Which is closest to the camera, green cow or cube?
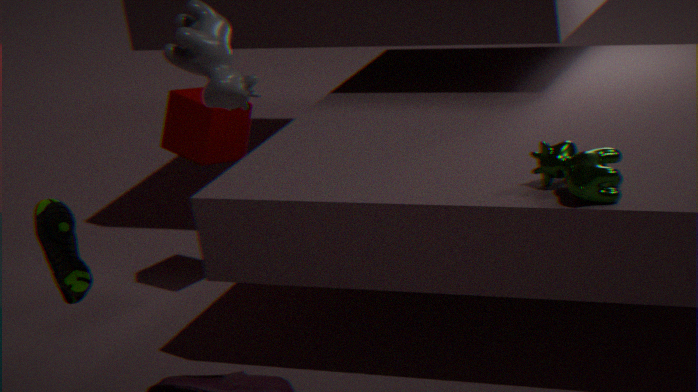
green cow
